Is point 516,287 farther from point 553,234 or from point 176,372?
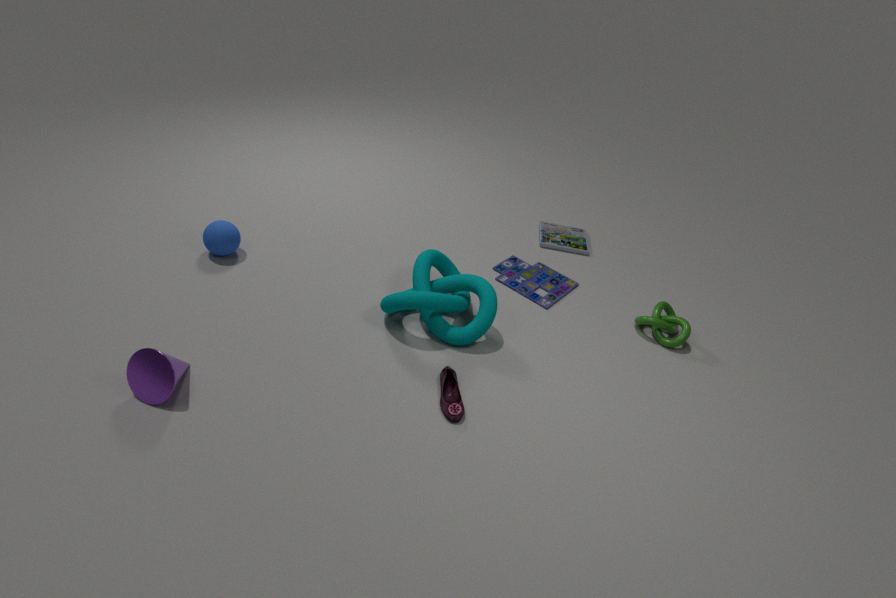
point 176,372
